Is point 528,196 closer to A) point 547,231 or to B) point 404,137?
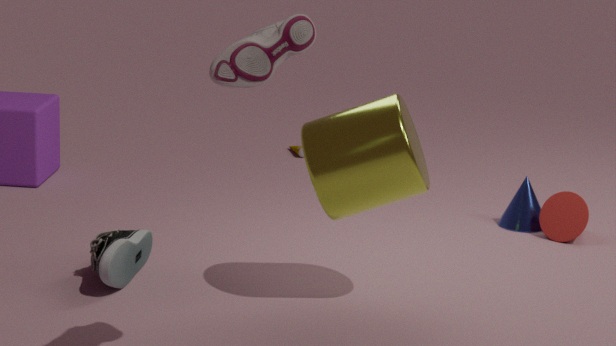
A) point 547,231
